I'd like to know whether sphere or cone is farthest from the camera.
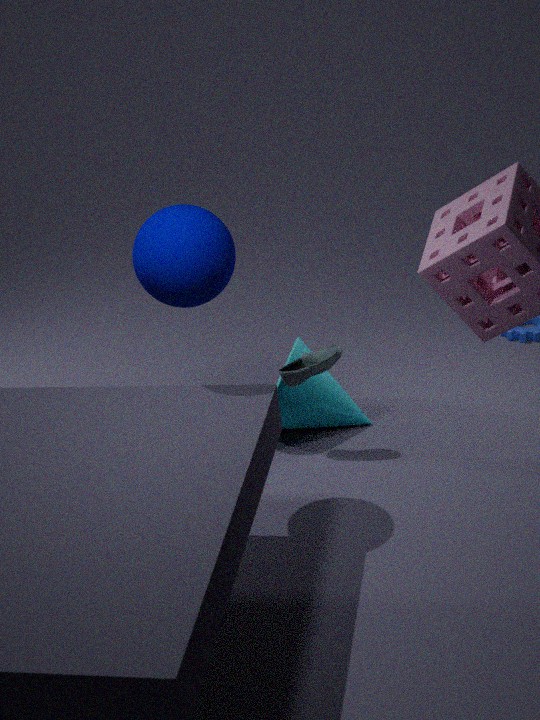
cone
